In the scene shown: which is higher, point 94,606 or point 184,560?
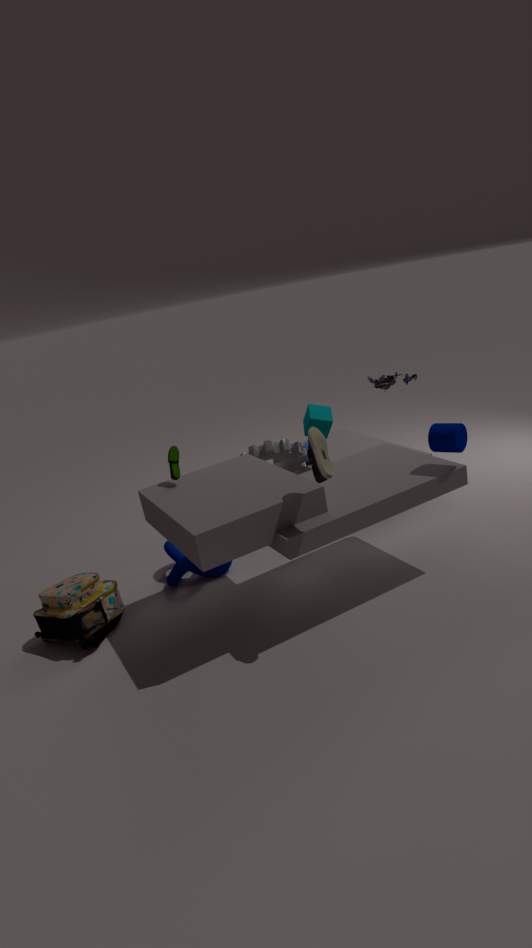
point 94,606
